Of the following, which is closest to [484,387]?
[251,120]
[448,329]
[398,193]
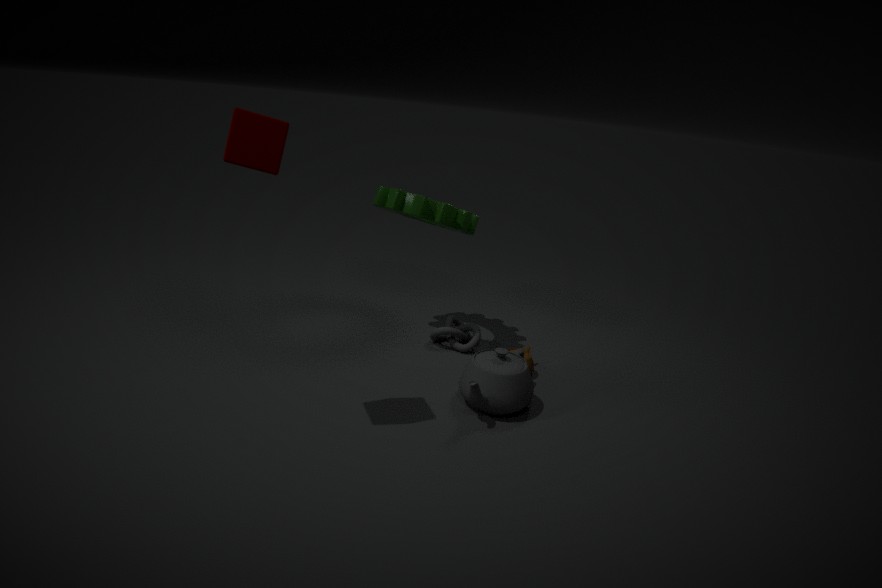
[448,329]
